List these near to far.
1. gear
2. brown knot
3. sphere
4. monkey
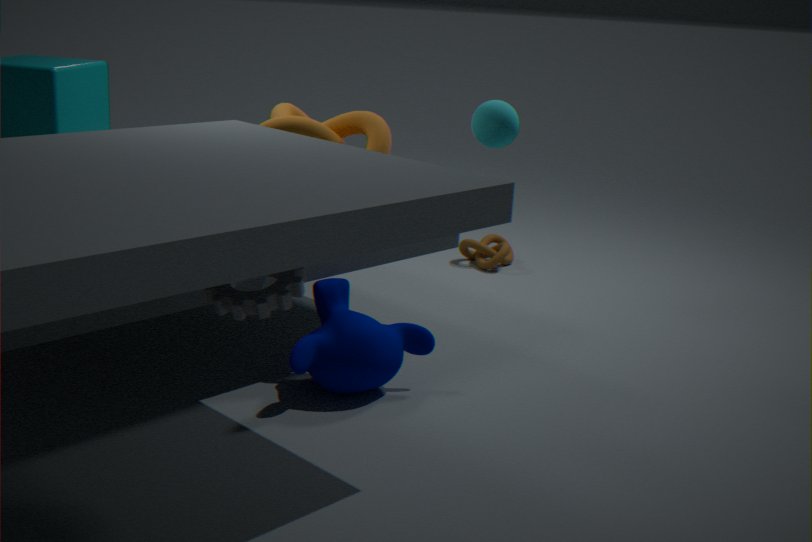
gear
monkey
sphere
brown knot
